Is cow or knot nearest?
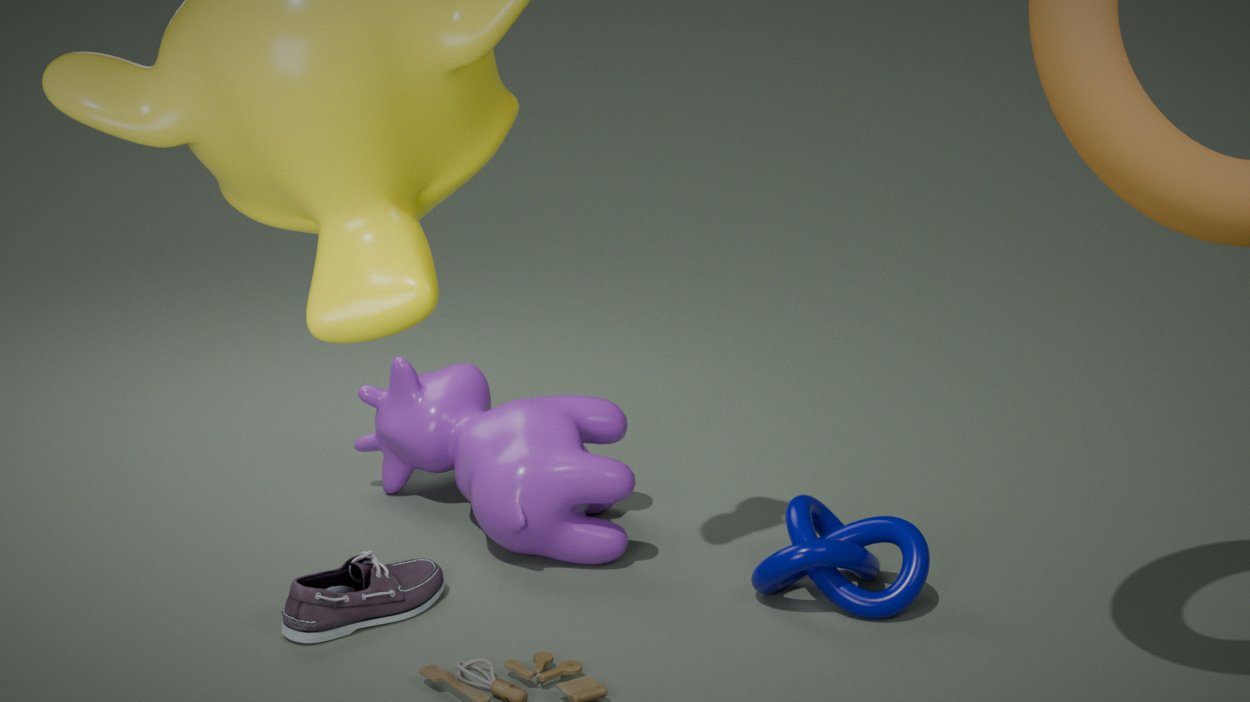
knot
